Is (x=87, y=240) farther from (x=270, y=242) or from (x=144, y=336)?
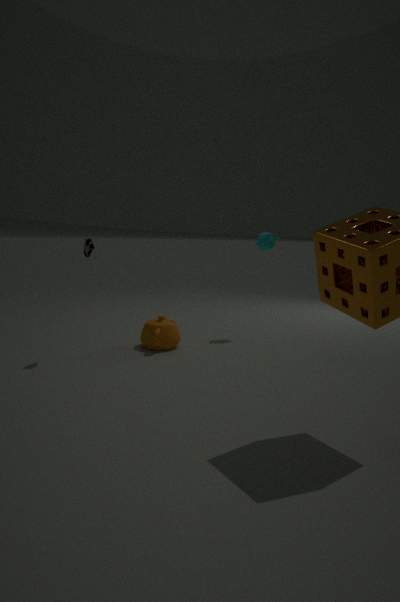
(x=270, y=242)
